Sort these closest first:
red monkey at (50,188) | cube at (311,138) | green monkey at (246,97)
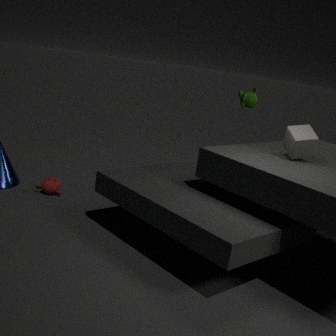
cube at (311,138) → green monkey at (246,97) → red monkey at (50,188)
